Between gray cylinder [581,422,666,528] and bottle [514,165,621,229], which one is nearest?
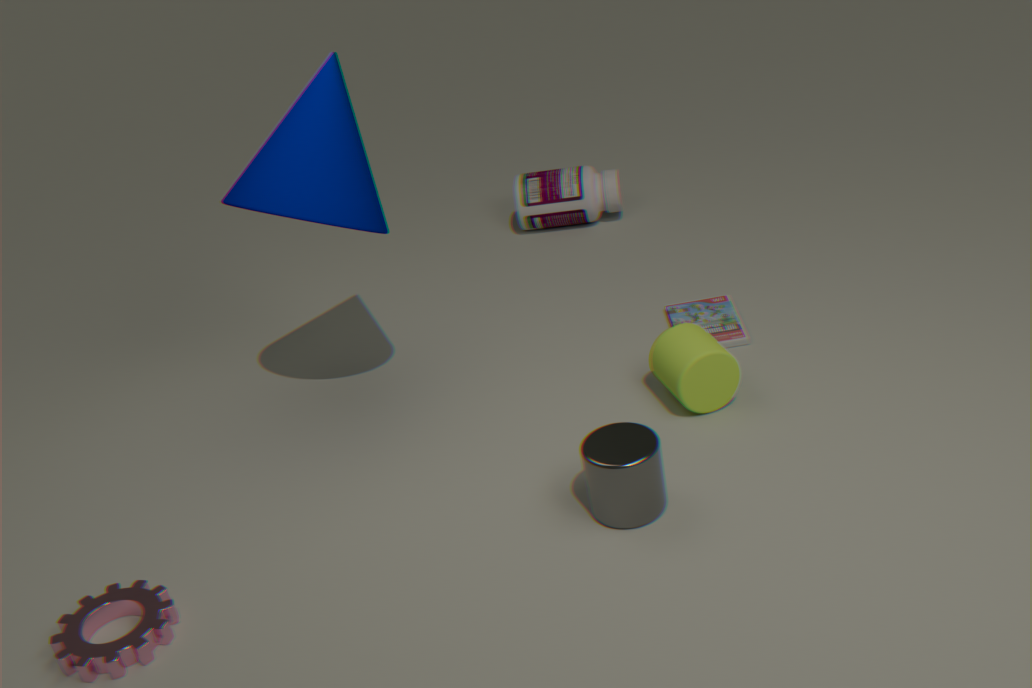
gray cylinder [581,422,666,528]
